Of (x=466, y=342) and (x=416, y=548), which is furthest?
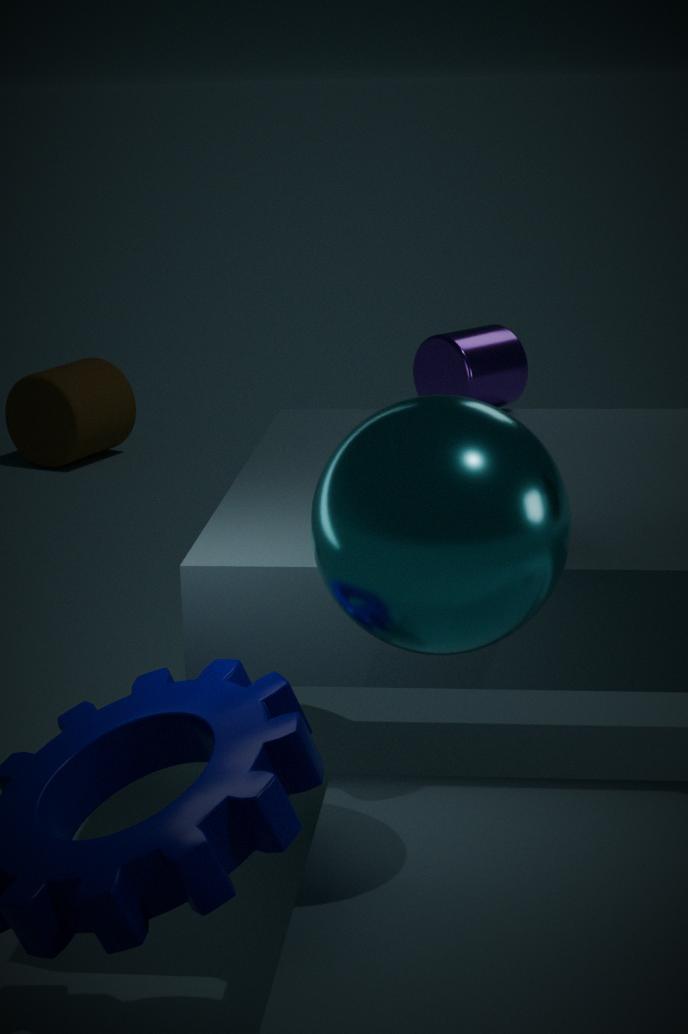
(x=466, y=342)
